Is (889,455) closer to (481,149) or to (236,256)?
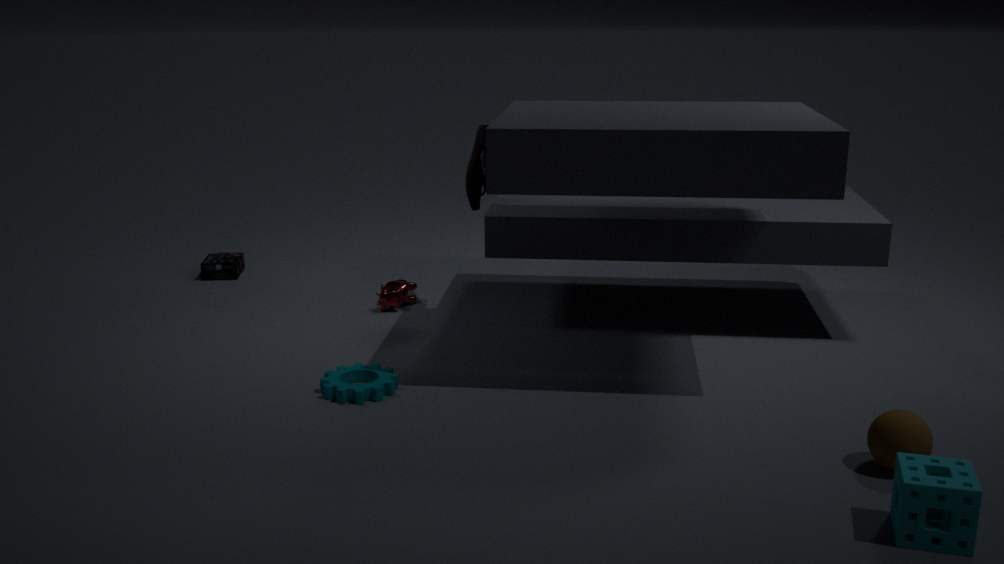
(481,149)
